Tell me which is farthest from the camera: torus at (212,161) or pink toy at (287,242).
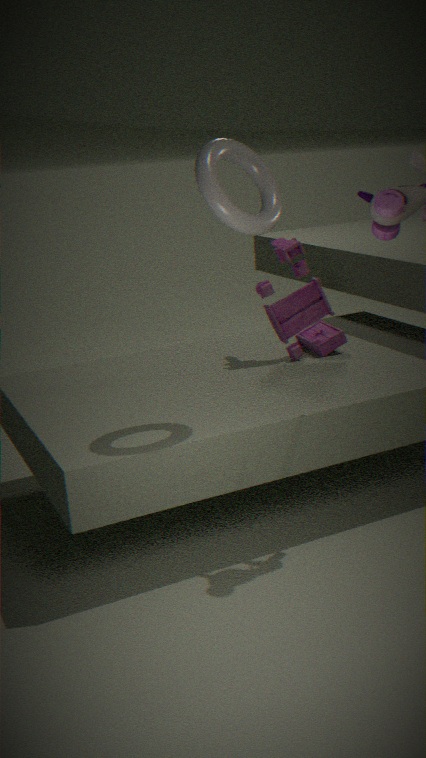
pink toy at (287,242)
